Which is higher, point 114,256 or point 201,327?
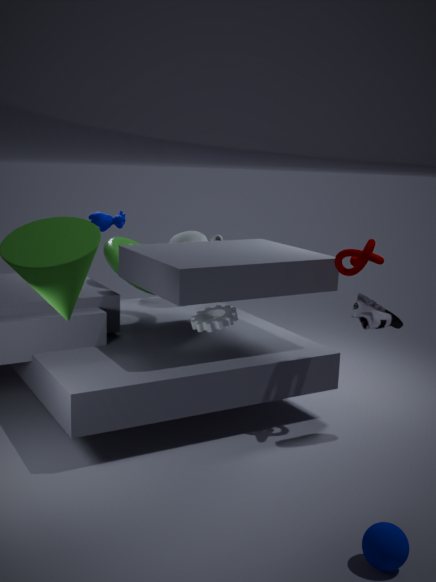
point 114,256
